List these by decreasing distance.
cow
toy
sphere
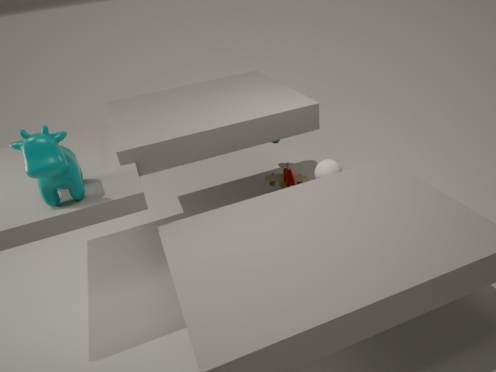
toy → sphere → cow
